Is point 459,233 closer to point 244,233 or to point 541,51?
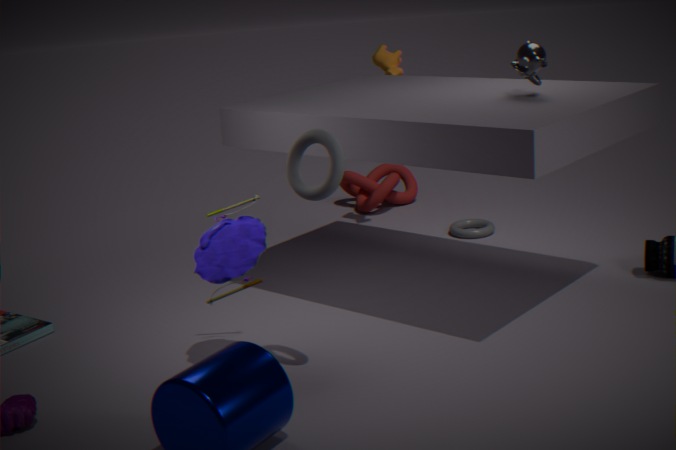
point 541,51
